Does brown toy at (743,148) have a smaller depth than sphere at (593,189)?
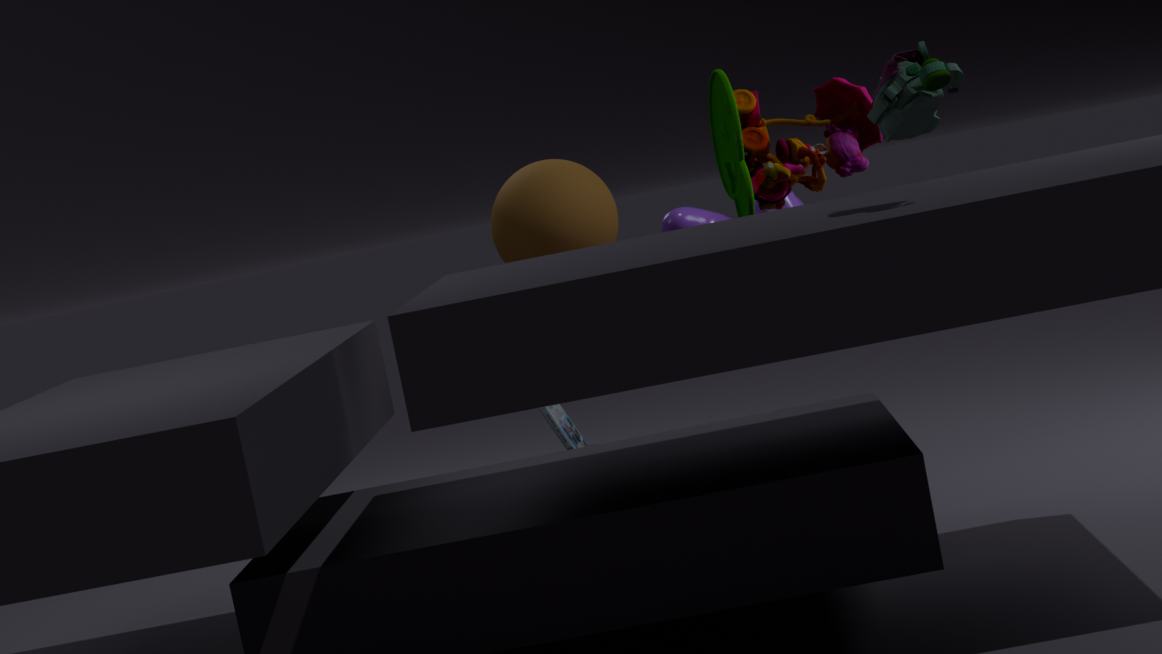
Yes
